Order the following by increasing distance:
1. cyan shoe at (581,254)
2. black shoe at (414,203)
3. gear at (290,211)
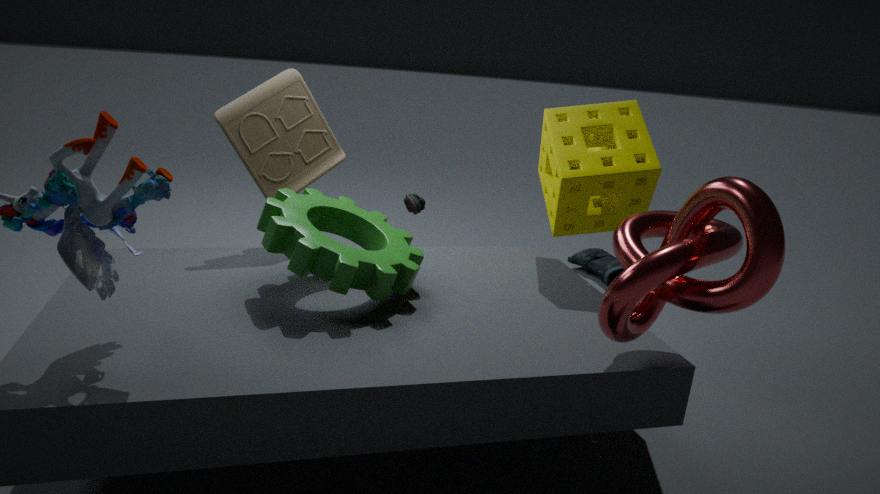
gear at (290,211)
black shoe at (414,203)
cyan shoe at (581,254)
